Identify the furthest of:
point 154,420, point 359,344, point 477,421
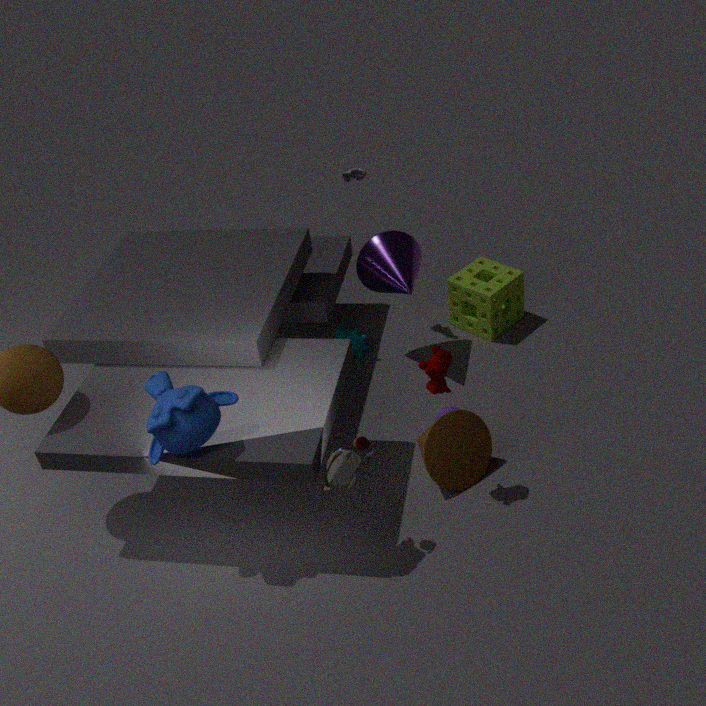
point 359,344
